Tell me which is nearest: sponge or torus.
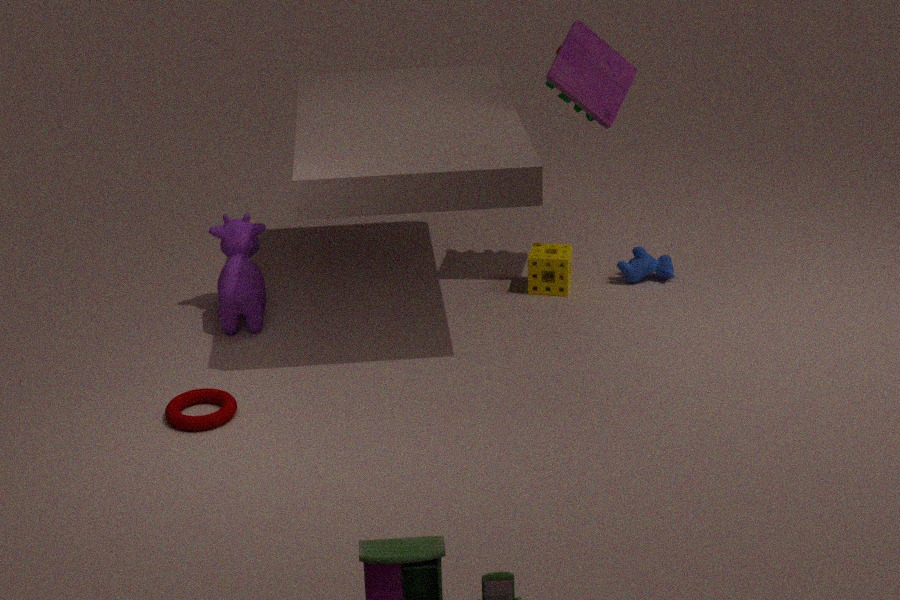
torus
